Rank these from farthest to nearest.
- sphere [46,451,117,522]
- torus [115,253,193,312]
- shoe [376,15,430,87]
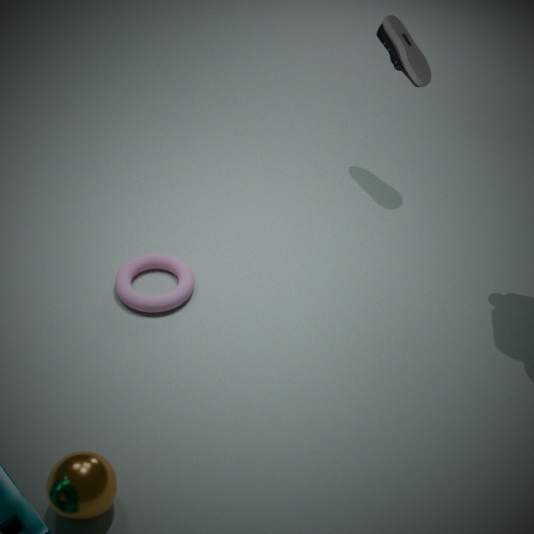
shoe [376,15,430,87] < torus [115,253,193,312] < sphere [46,451,117,522]
